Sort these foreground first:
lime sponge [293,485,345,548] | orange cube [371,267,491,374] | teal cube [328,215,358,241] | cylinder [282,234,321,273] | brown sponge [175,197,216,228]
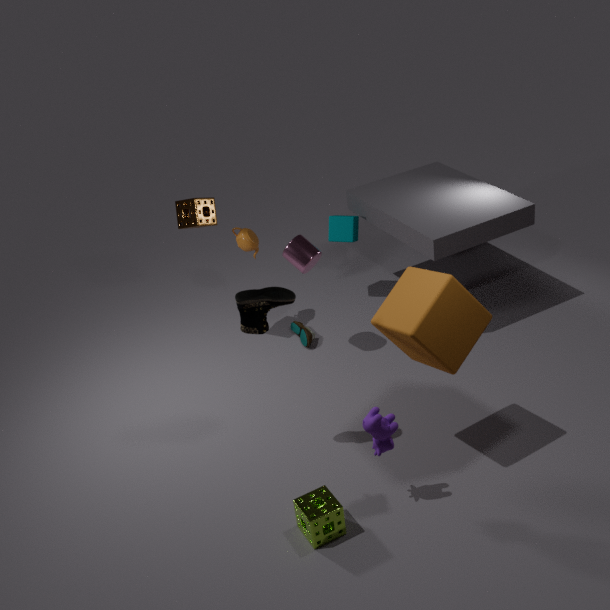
orange cube [371,267,491,374] → lime sponge [293,485,345,548] → cylinder [282,234,321,273] → brown sponge [175,197,216,228] → teal cube [328,215,358,241]
